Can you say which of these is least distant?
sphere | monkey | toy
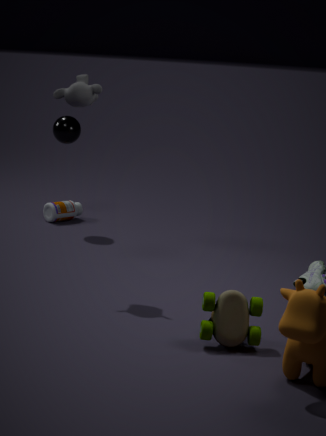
toy
